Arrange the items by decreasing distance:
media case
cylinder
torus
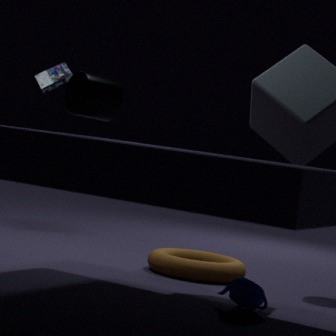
media case → torus → cylinder
